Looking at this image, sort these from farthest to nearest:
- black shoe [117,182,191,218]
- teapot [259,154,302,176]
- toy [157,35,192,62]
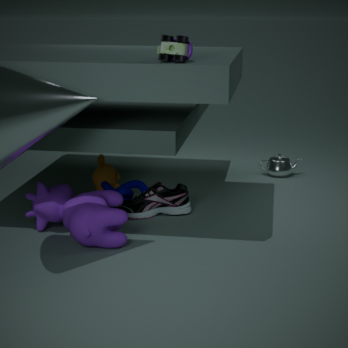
teapot [259,154,302,176] < black shoe [117,182,191,218] < toy [157,35,192,62]
